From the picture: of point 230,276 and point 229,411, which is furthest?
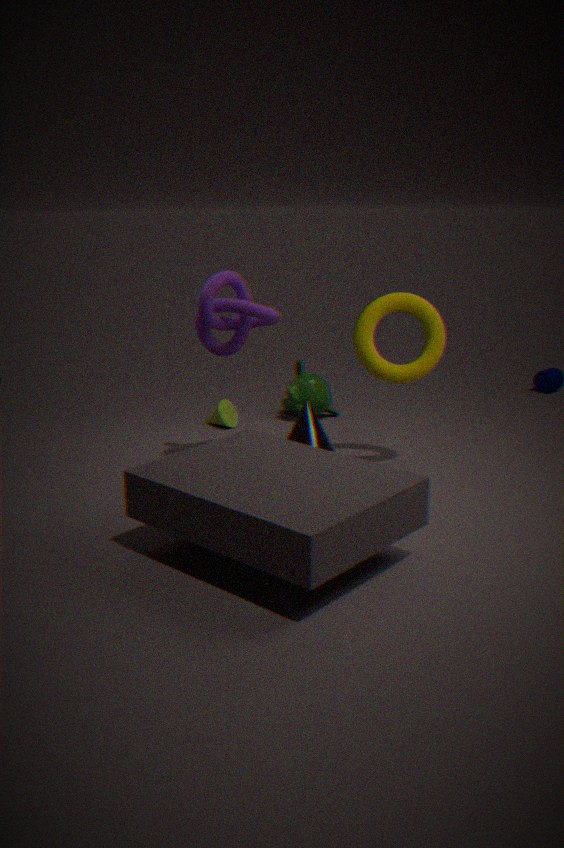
point 229,411
